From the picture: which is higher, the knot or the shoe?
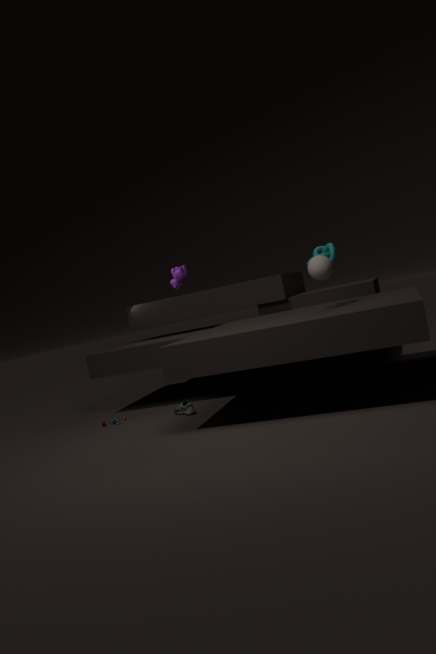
the knot
